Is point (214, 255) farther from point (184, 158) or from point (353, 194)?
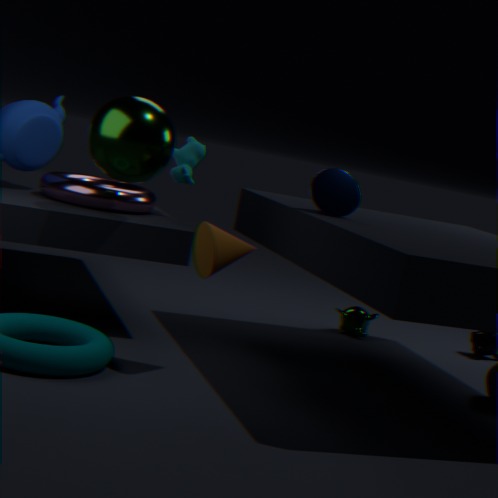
point (184, 158)
